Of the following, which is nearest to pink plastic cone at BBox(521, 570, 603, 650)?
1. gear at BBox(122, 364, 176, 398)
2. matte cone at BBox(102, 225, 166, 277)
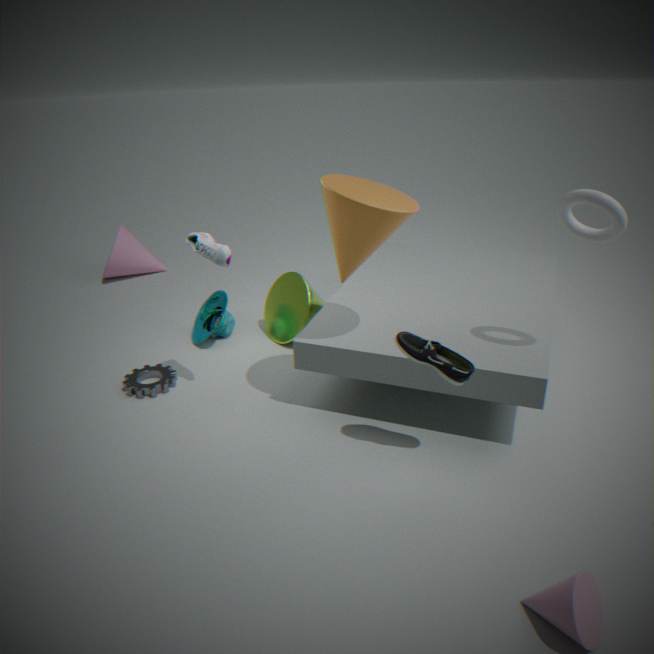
gear at BBox(122, 364, 176, 398)
